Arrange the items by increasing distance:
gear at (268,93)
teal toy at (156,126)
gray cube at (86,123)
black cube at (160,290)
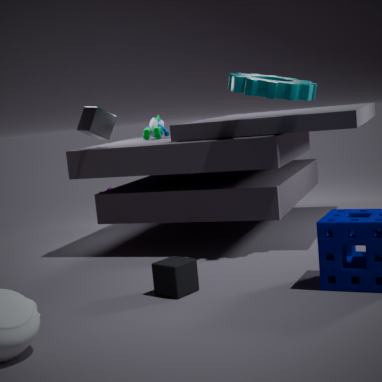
black cube at (160,290)
gear at (268,93)
gray cube at (86,123)
teal toy at (156,126)
